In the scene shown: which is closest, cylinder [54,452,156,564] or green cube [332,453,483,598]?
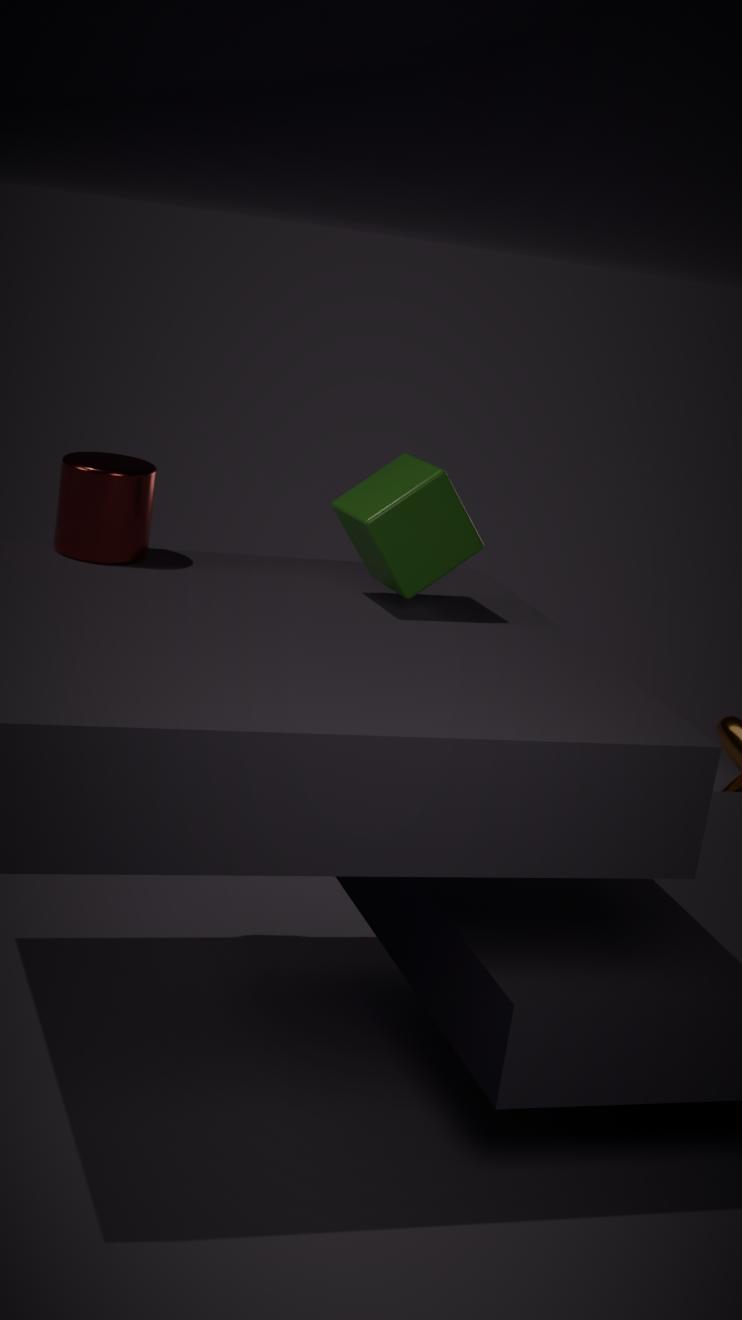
green cube [332,453,483,598]
